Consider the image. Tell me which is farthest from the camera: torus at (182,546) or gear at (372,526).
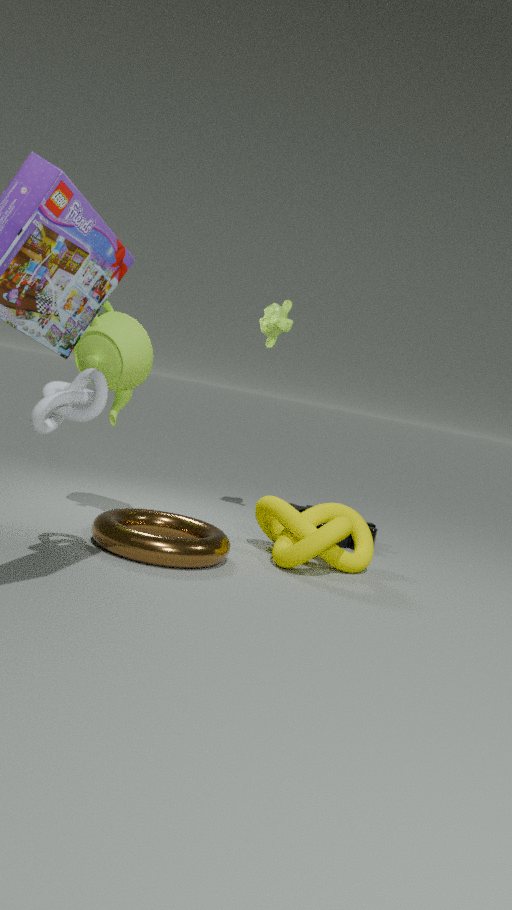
gear at (372,526)
